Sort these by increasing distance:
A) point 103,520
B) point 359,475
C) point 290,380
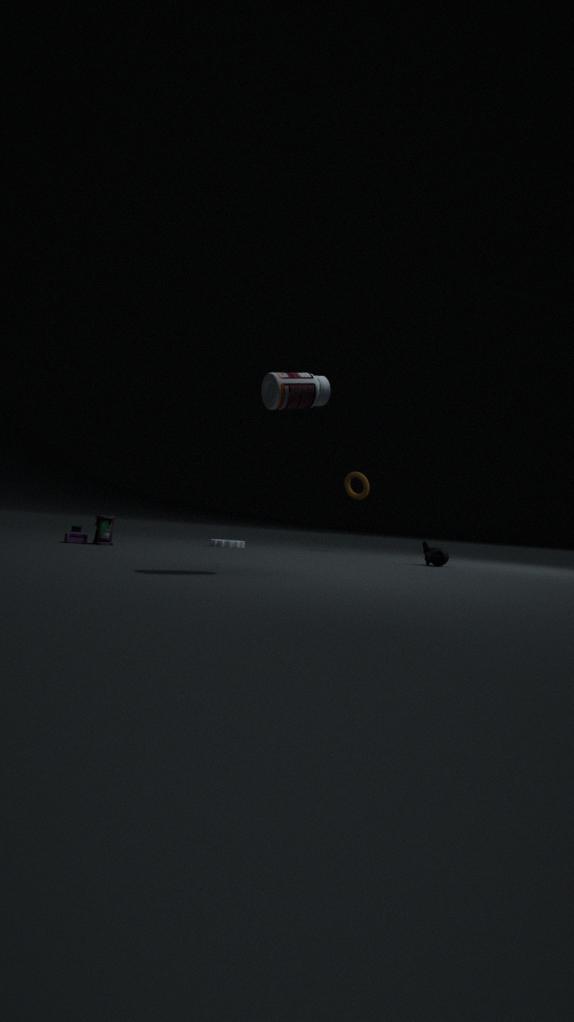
C. point 290,380
A. point 103,520
B. point 359,475
